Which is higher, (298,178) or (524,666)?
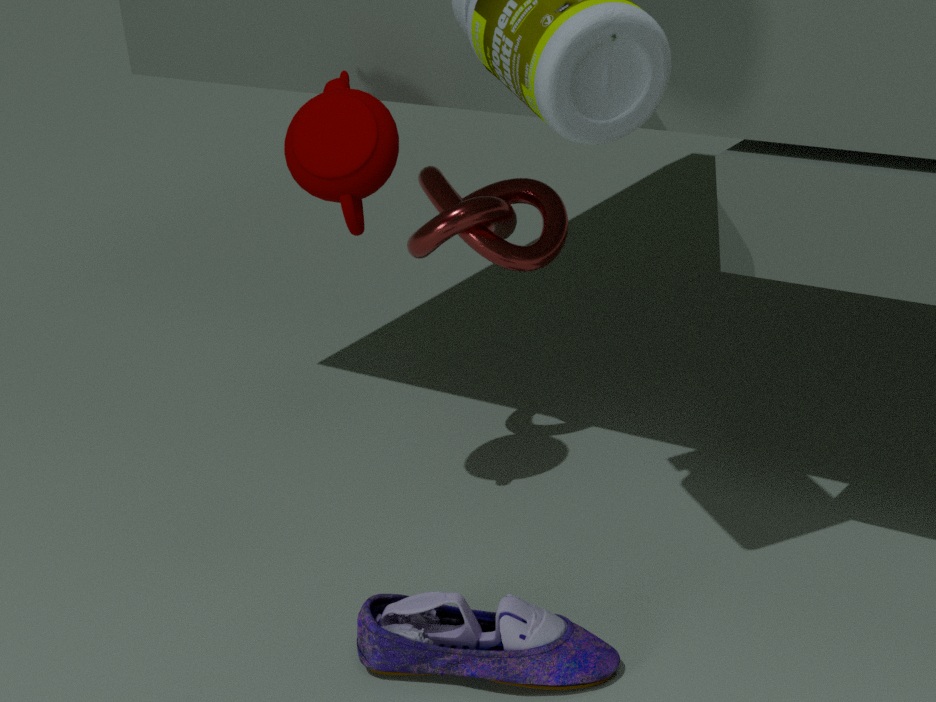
(298,178)
